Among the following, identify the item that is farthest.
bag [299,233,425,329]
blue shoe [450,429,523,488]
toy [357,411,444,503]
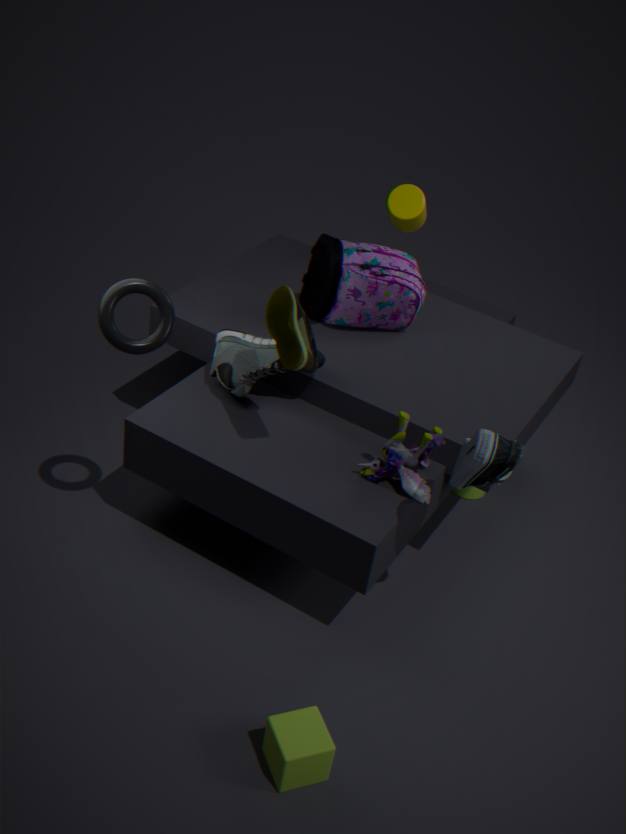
bag [299,233,425,329]
